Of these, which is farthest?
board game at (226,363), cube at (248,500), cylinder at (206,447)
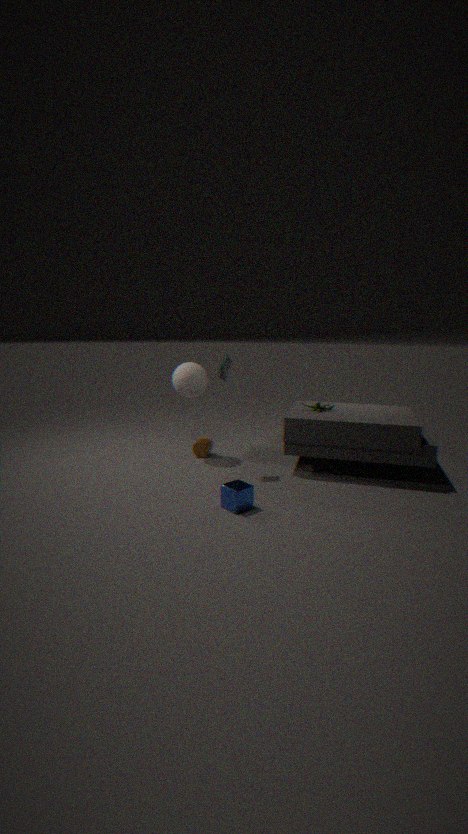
cylinder at (206,447)
